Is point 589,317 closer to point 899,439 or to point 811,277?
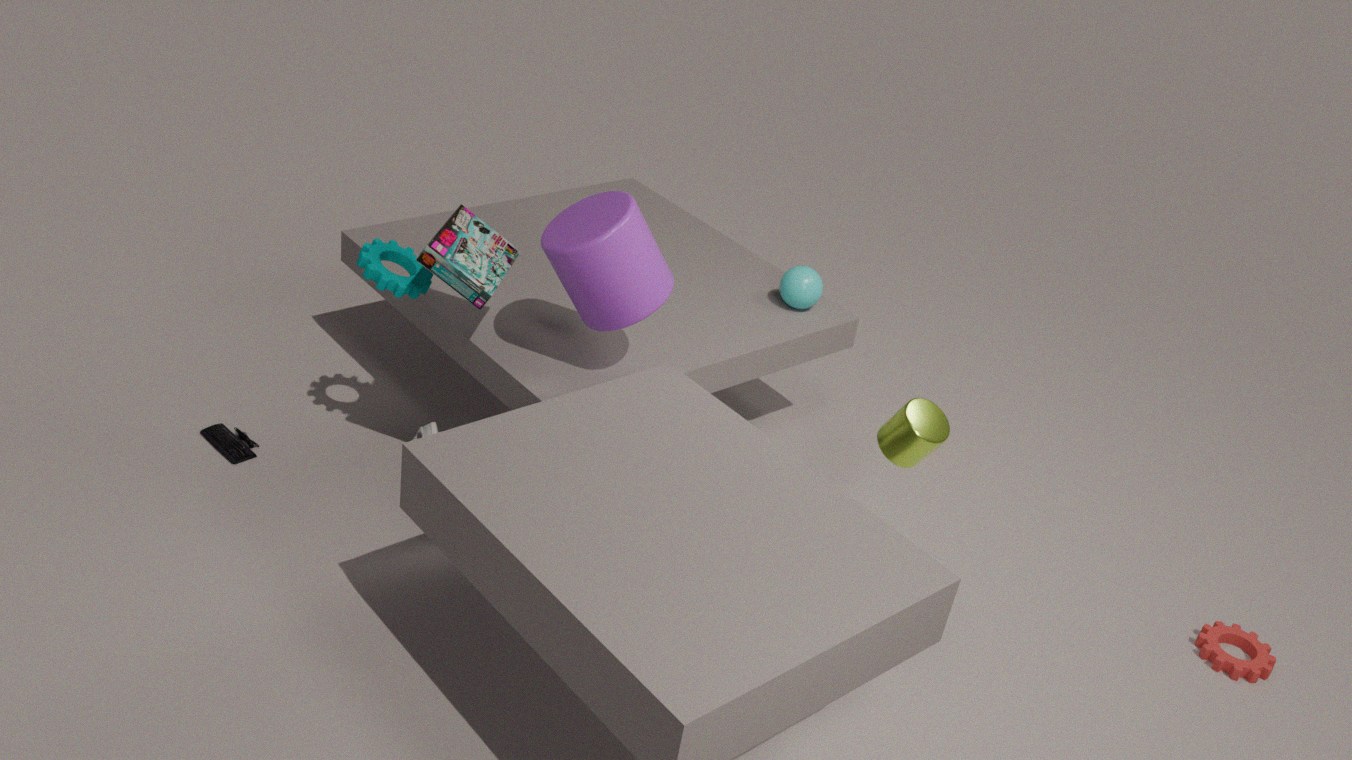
point 811,277
